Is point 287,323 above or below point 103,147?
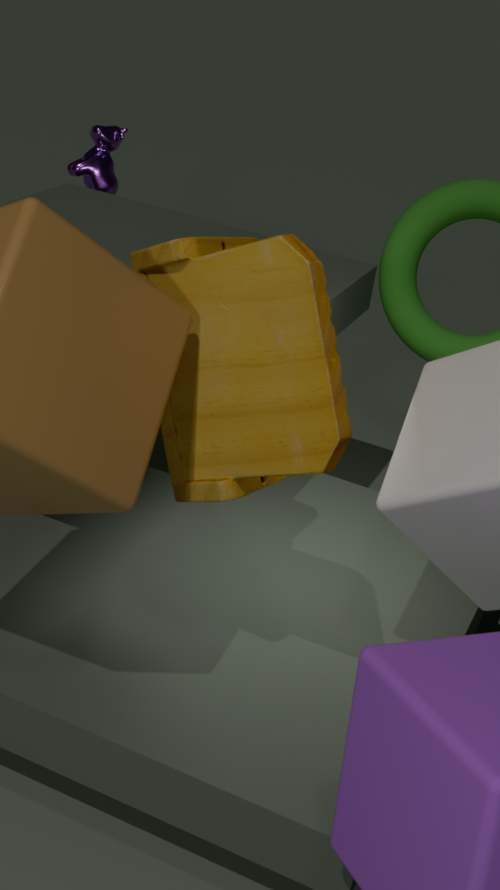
above
